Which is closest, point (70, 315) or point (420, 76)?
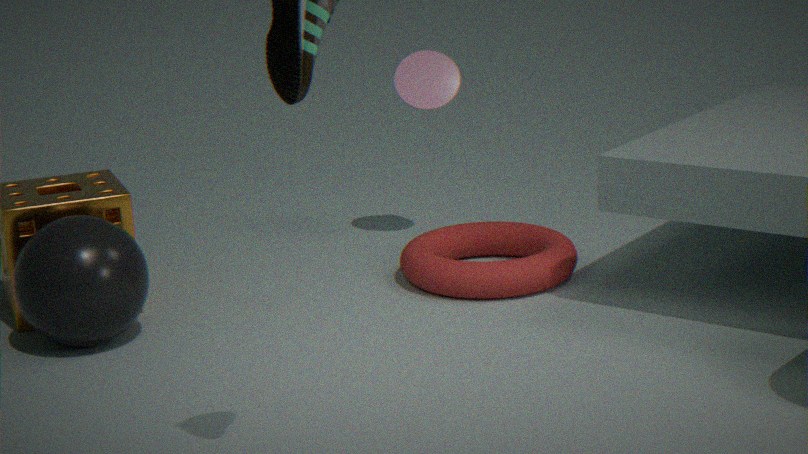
point (70, 315)
